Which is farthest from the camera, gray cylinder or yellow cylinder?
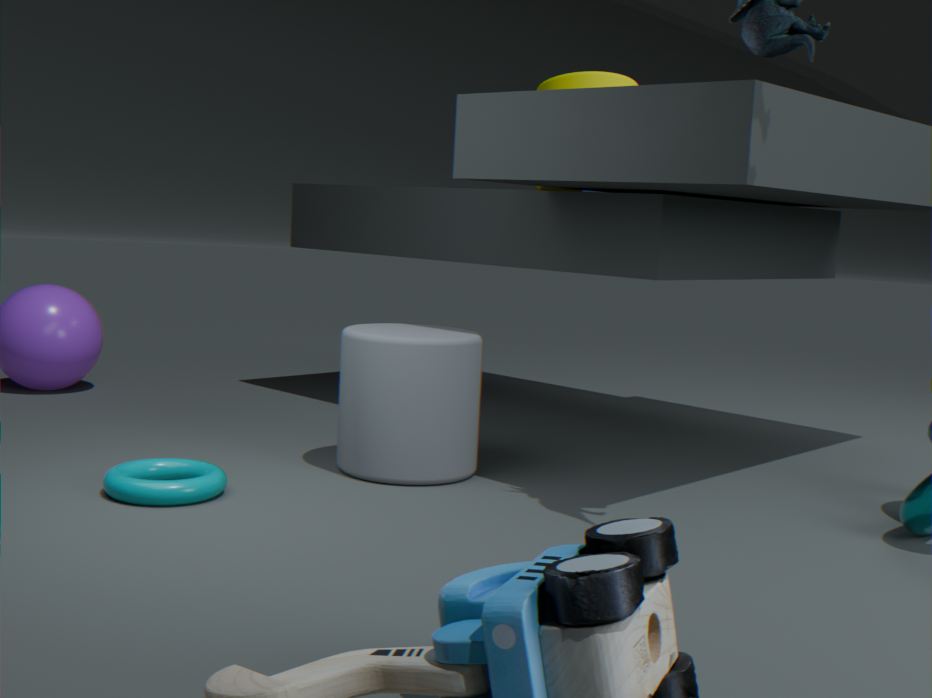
yellow cylinder
